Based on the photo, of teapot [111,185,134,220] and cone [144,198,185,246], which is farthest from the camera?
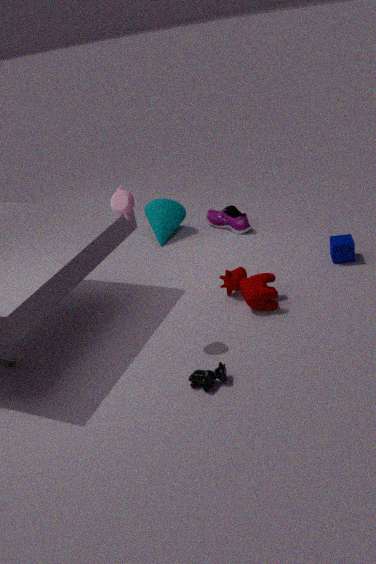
cone [144,198,185,246]
